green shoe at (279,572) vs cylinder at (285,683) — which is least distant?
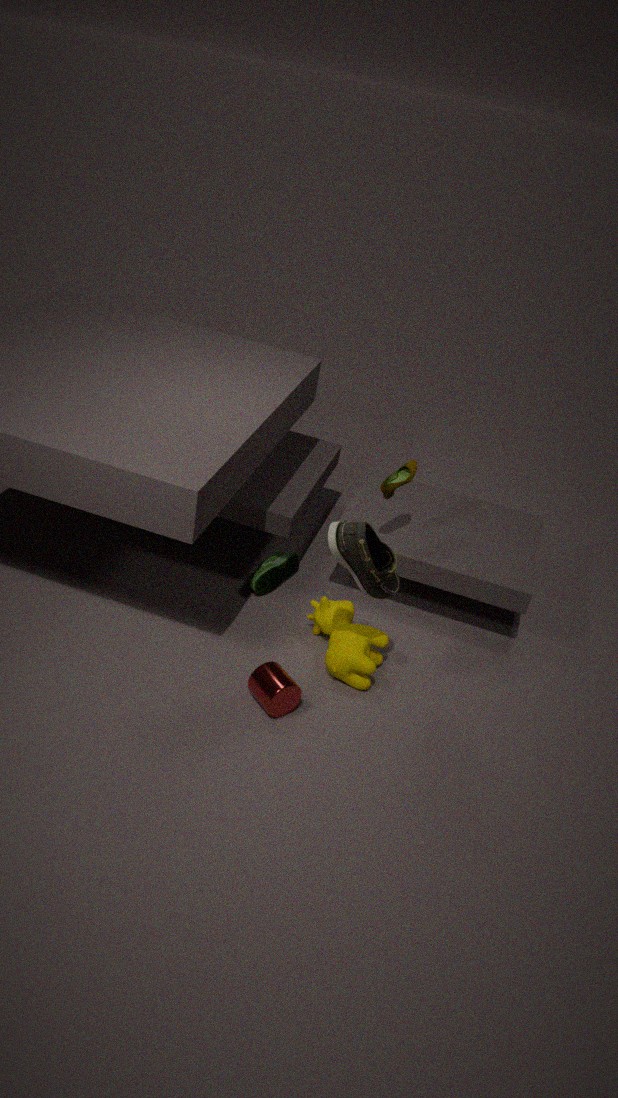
cylinder at (285,683)
